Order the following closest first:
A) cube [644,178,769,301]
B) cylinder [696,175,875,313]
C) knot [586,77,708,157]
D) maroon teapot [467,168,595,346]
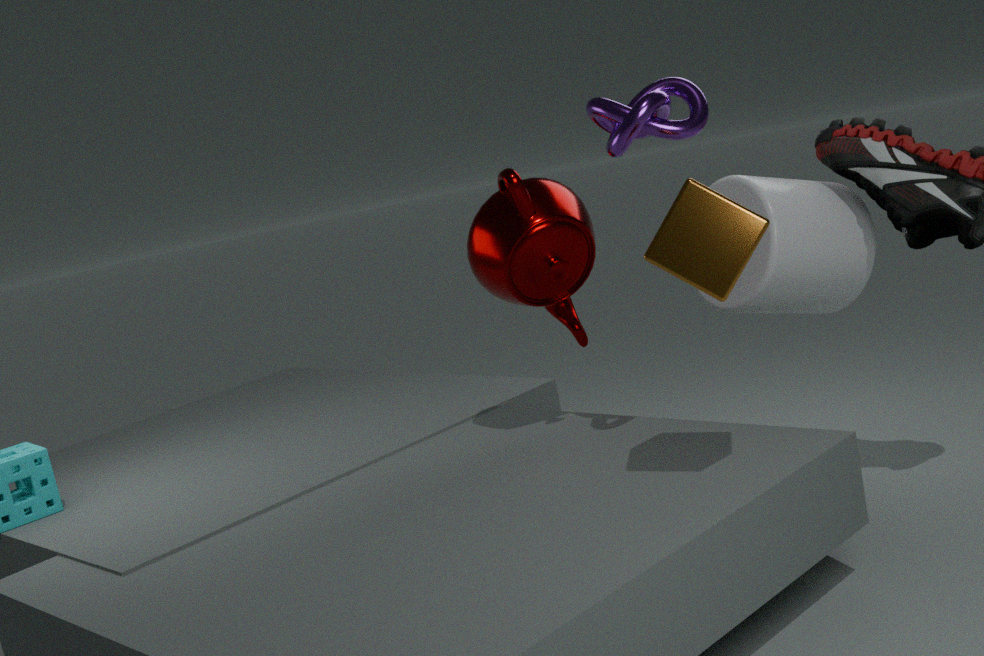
cube [644,178,769,301] → knot [586,77,708,157] → maroon teapot [467,168,595,346] → cylinder [696,175,875,313]
